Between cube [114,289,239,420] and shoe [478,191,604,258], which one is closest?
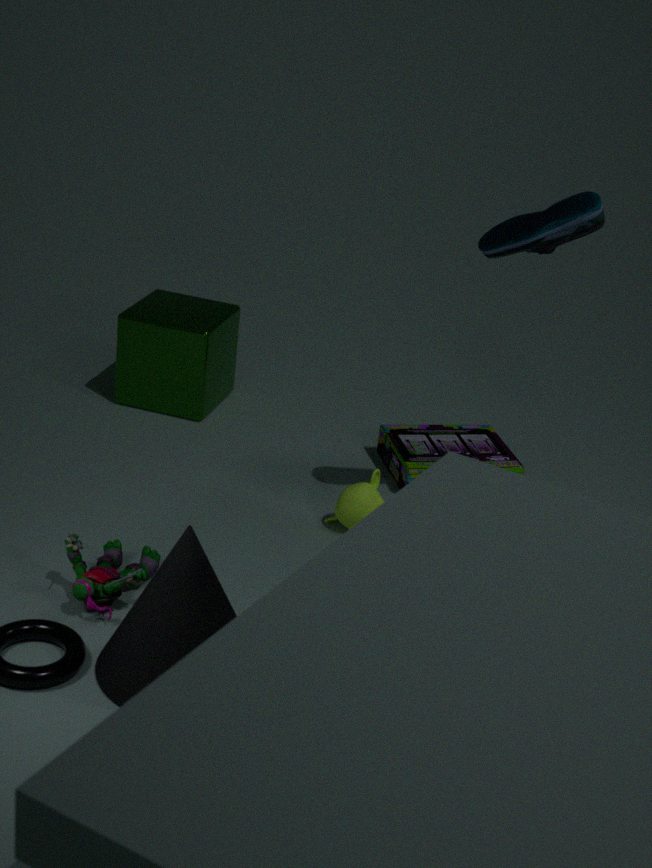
shoe [478,191,604,258]
